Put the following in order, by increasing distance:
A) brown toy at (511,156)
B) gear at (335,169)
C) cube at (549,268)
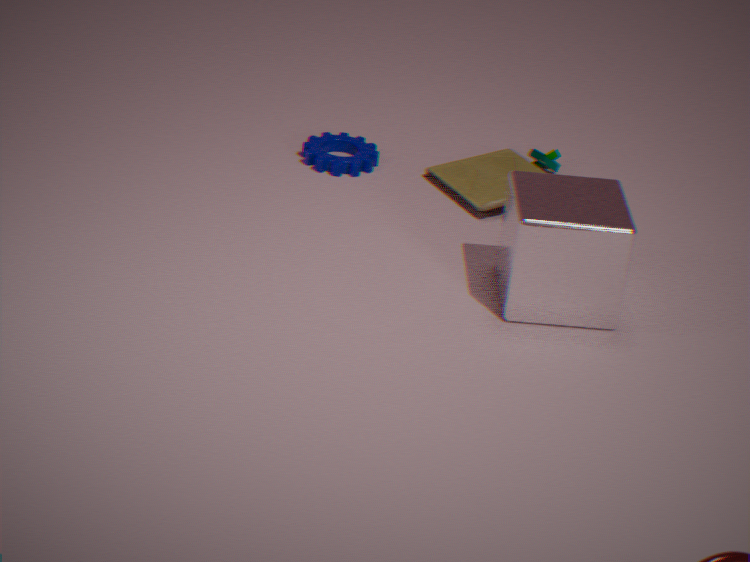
cube at (549,268)
brown toy at (511,156)
gear at (335,169)
